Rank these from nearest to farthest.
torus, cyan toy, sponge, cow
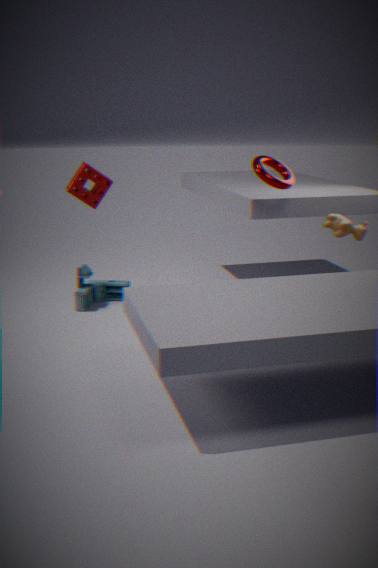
1. sponge
2. torus
3. cow
4. cyan toy
